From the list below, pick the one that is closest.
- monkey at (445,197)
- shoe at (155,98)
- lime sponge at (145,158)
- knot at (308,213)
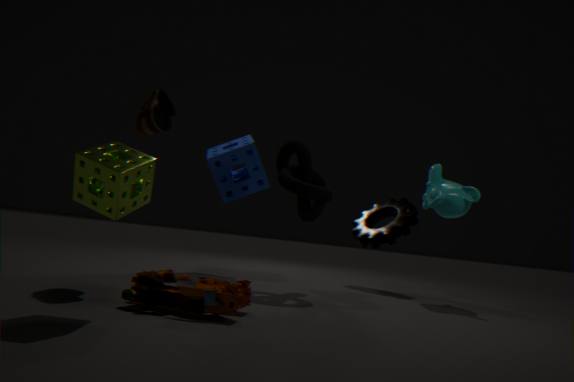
lime sponge at (145,158)
